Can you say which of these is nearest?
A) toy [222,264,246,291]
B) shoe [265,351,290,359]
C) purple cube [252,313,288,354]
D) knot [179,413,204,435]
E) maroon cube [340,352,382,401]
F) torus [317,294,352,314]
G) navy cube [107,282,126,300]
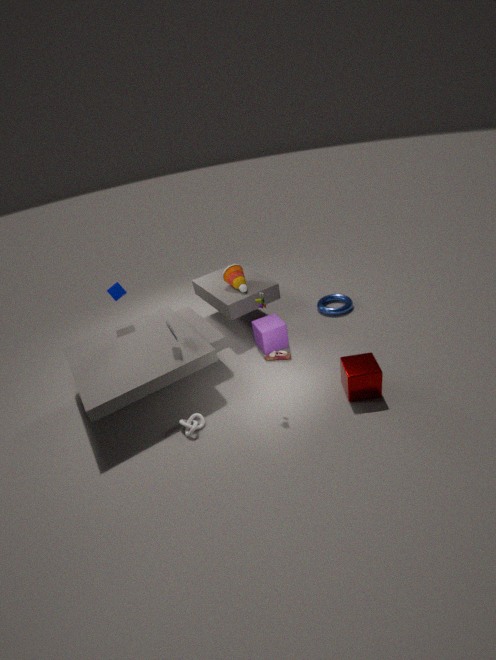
maroon cube [340,352,382,401]
